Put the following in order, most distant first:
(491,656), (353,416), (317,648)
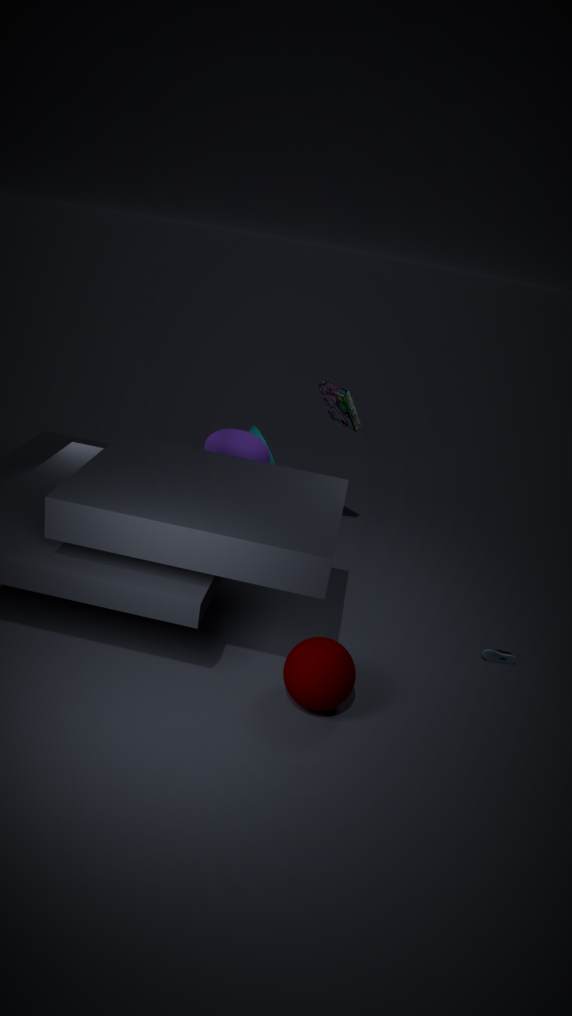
(353,416), (491,656), (317,648)
